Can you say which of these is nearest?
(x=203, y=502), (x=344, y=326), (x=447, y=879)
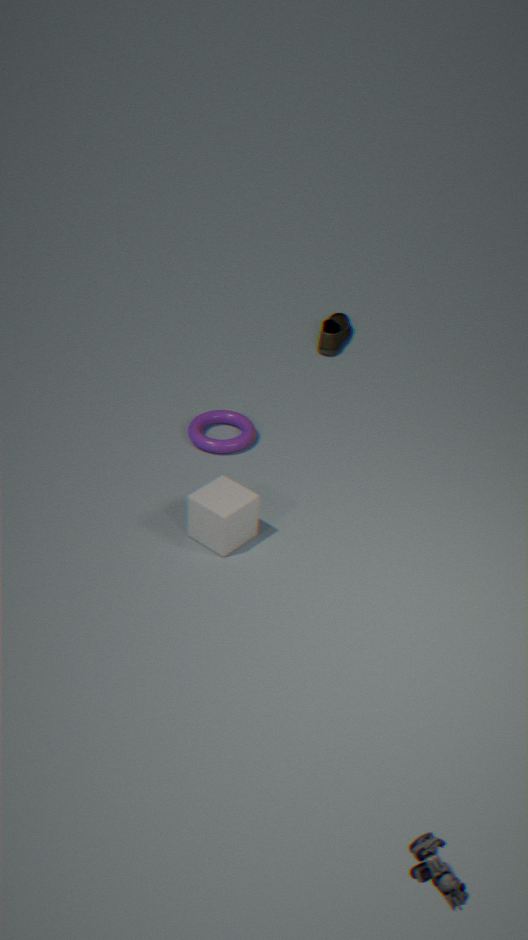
(x=447, y=879)
